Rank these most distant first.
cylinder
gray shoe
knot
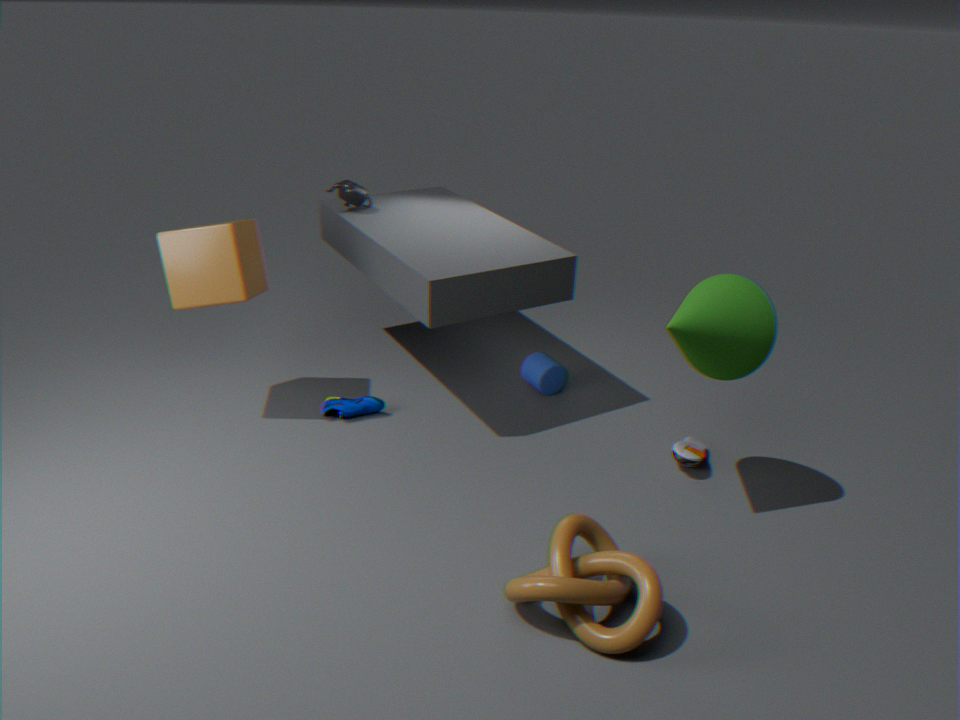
cylinder, gray shoe, knot
